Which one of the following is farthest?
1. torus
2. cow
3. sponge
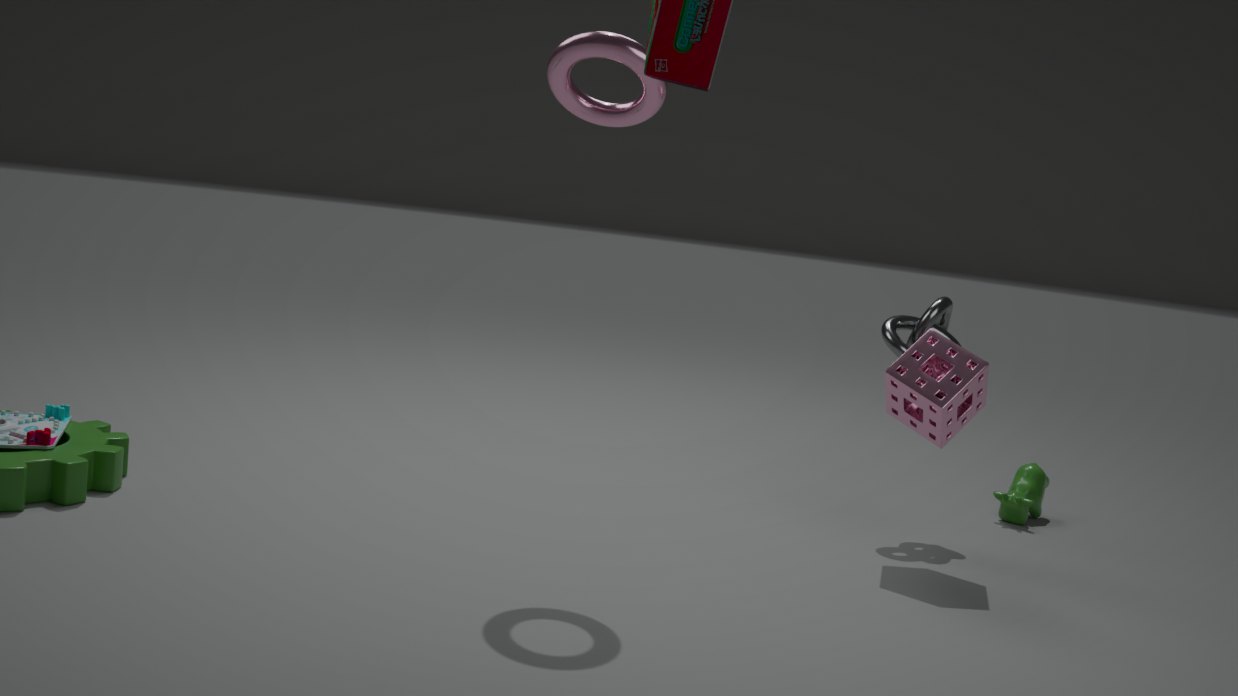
cow
